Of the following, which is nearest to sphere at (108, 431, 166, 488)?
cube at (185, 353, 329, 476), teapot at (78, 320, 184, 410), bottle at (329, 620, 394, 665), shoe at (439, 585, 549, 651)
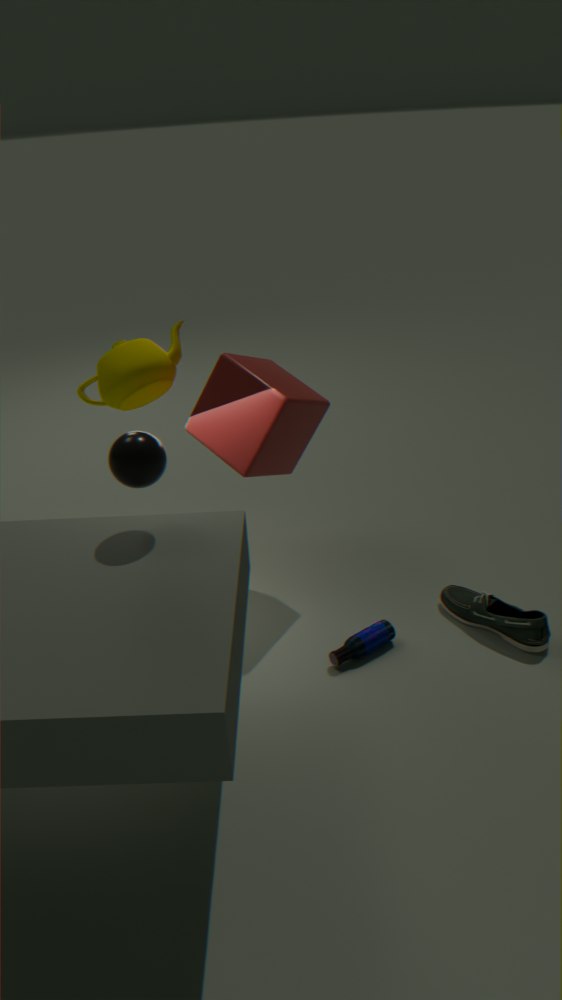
cube at (185, 353, 329, 476)
